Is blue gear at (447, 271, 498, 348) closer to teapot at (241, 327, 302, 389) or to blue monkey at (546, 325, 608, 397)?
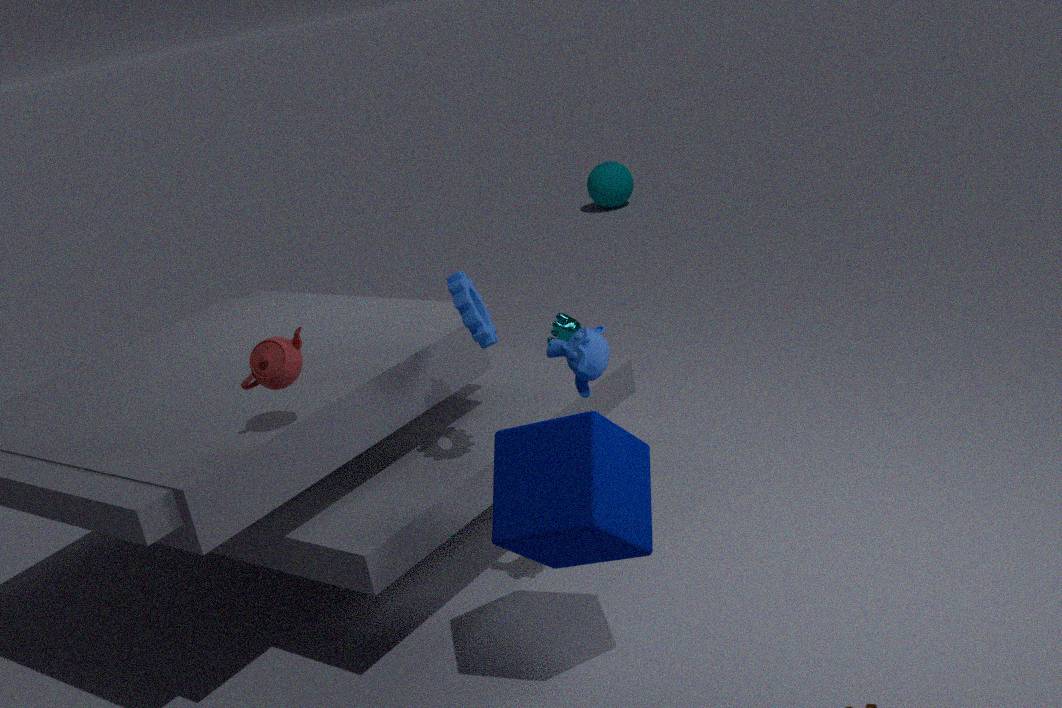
blue monkey at (546, 325, 608, 397)
